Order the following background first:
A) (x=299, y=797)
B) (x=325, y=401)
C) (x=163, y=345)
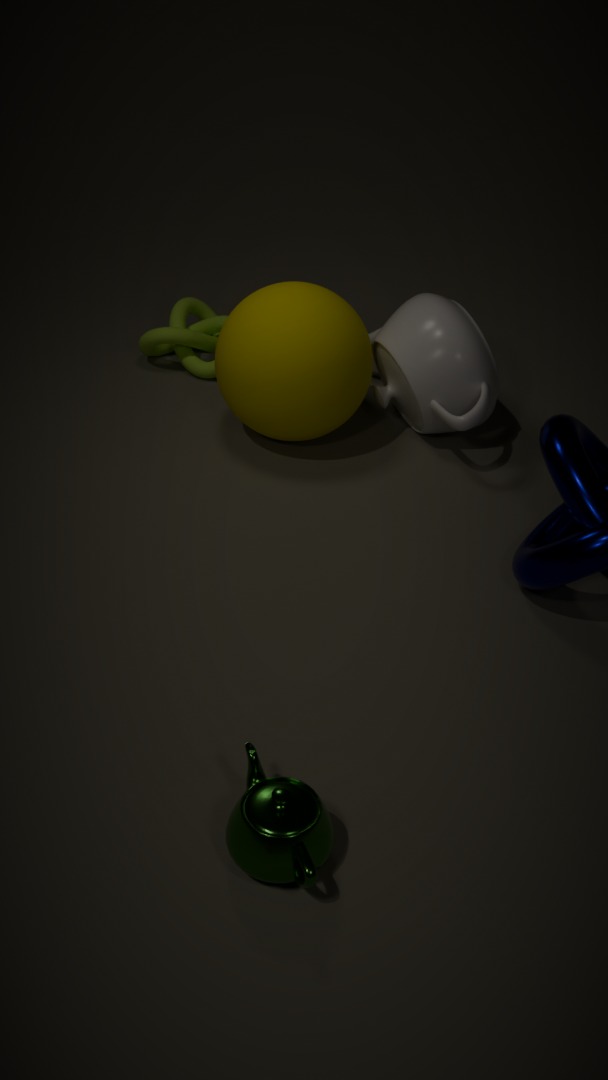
(x=163, y=345) → (x=325, y=401) → (x=299, y=797)
